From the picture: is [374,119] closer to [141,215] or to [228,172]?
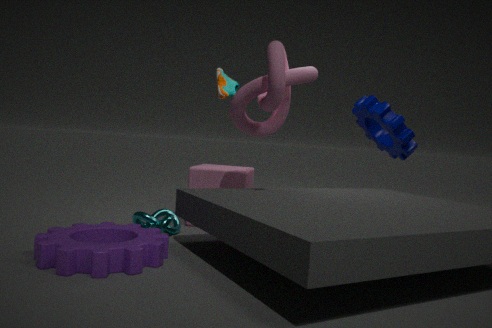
[228,172]
